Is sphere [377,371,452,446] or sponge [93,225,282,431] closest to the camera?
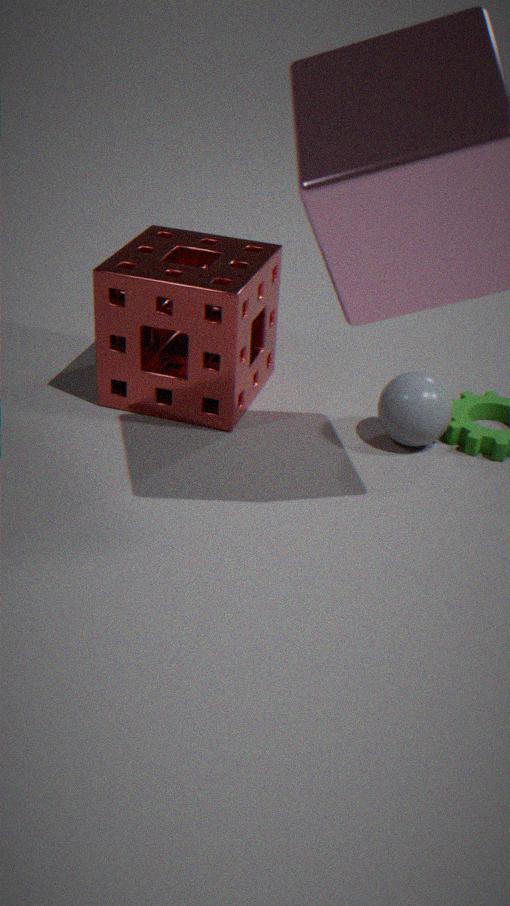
sponge [93,225,282,431]
